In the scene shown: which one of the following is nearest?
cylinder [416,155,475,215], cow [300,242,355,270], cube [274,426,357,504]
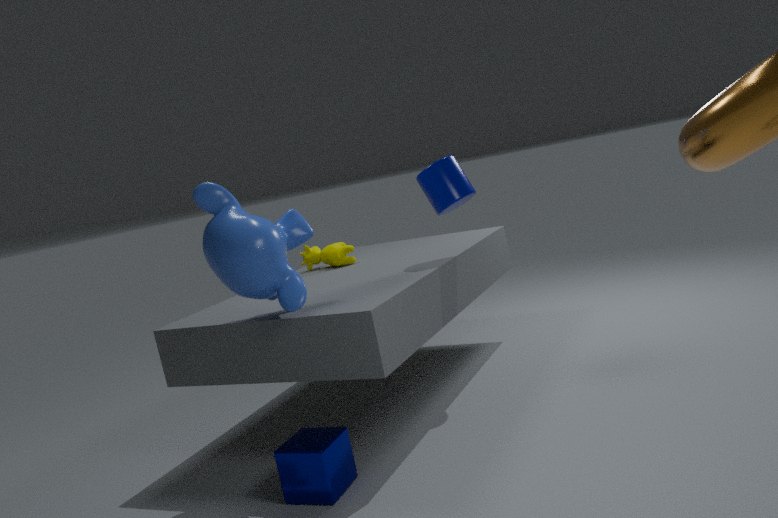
cube [274,426,357,504]
